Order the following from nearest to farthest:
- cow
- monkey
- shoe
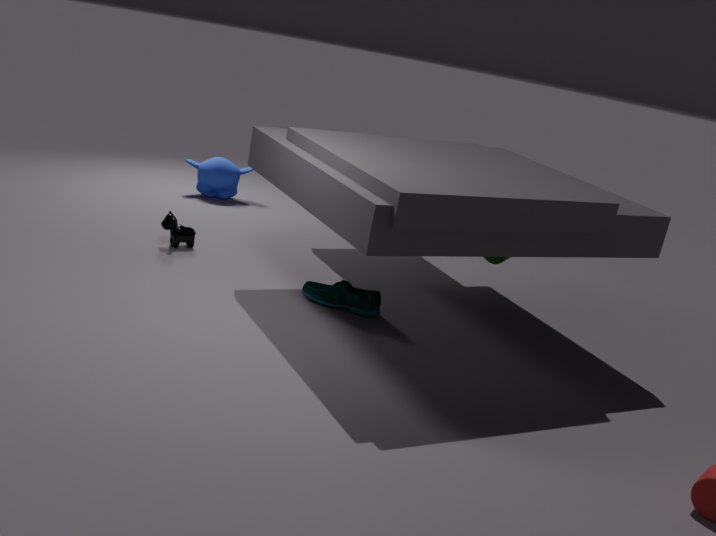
1. shoe
2. cow
3. monkey
